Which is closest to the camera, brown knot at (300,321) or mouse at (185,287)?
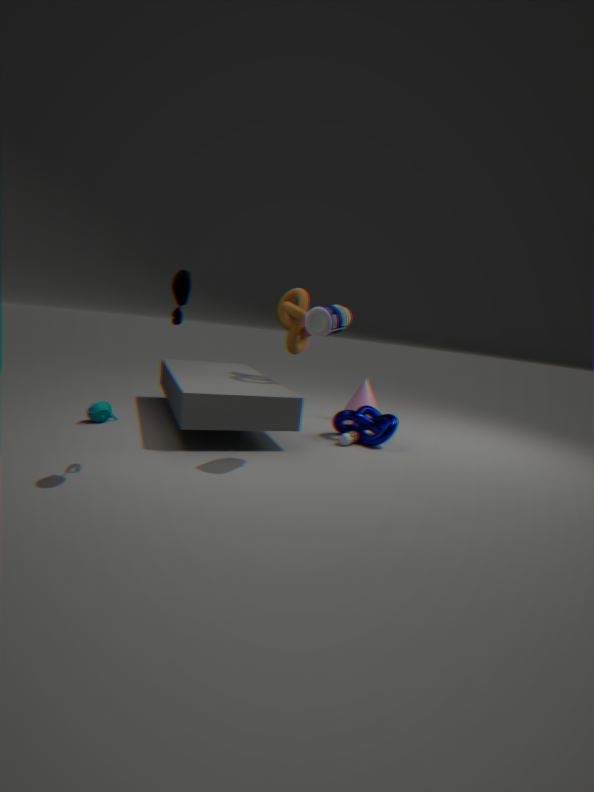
mouse at (185,287)
